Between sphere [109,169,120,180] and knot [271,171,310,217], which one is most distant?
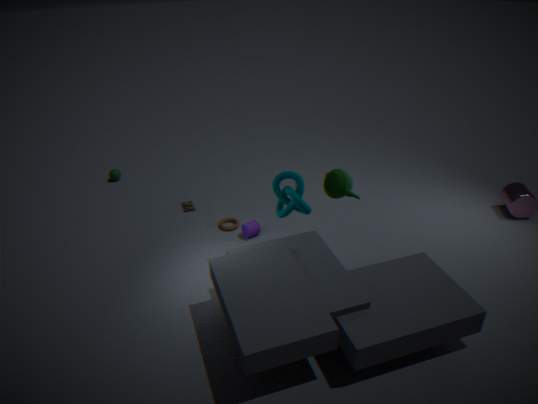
sphere [109,169,120,180]
